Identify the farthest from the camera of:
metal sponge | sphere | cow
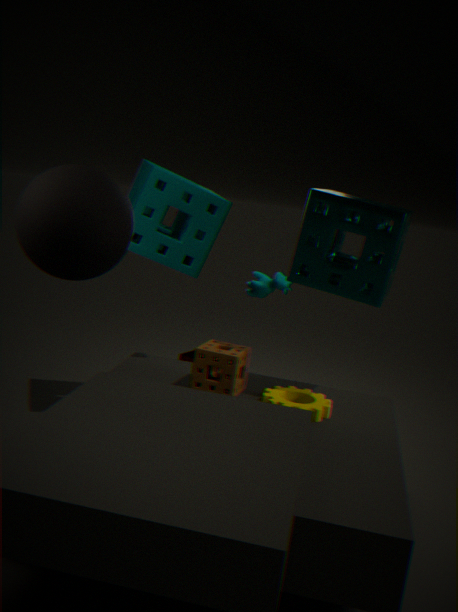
cow
